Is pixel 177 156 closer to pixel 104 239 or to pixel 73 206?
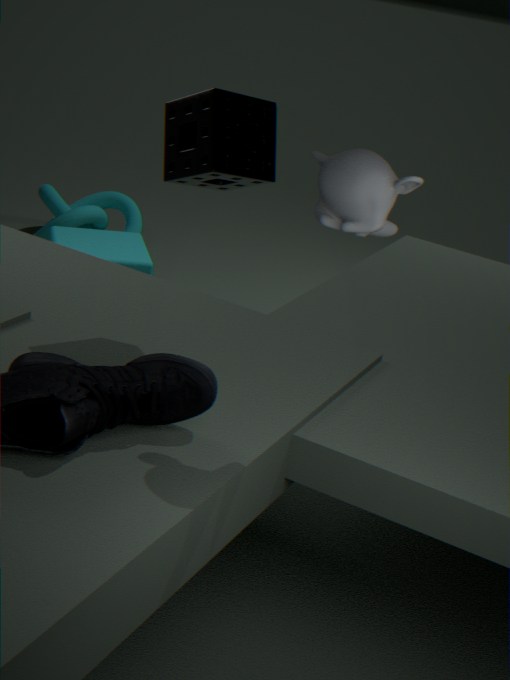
pixel 104 239
